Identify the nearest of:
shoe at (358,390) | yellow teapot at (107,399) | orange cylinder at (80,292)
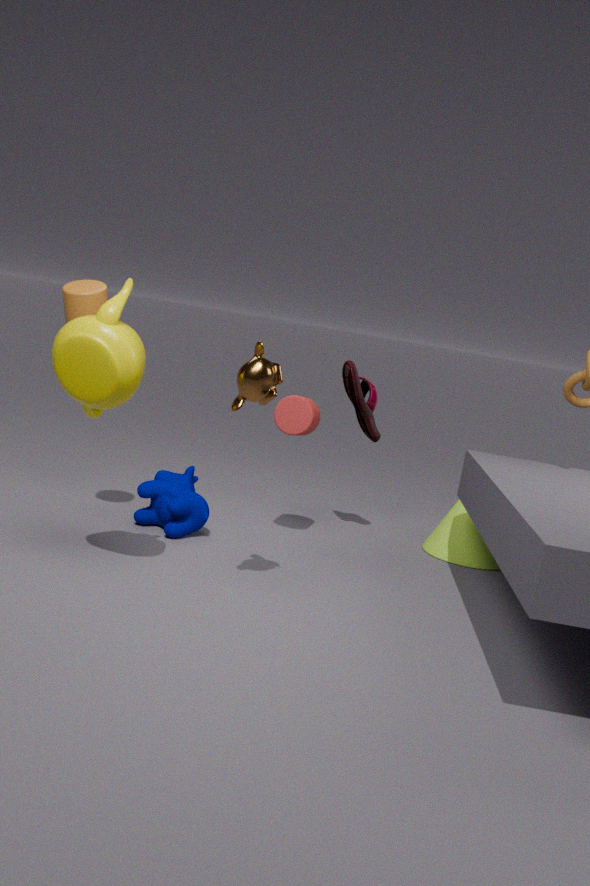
yellow teapot at (107,399)
